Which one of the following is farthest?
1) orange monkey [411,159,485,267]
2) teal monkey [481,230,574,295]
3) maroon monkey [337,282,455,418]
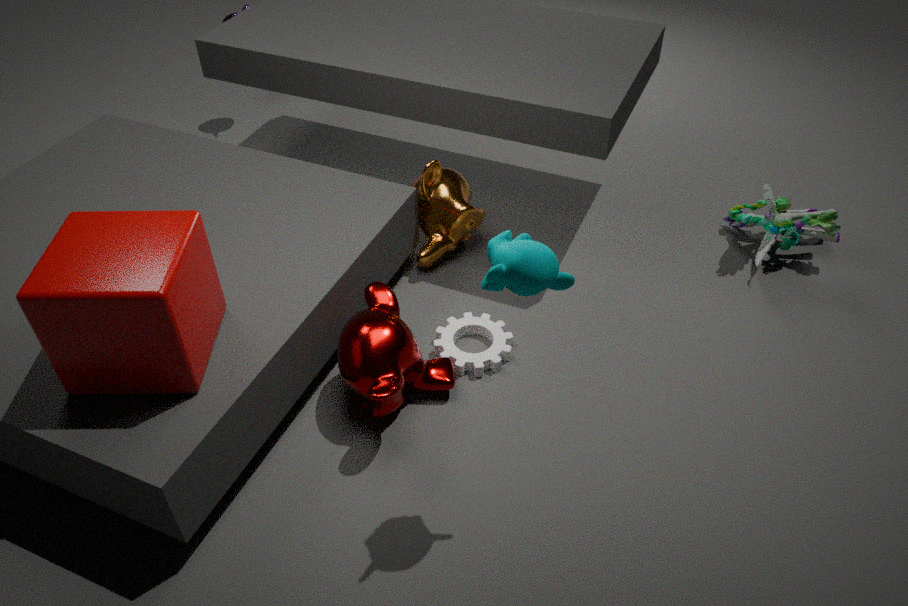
1. orange monkey [411,159,485,267]
